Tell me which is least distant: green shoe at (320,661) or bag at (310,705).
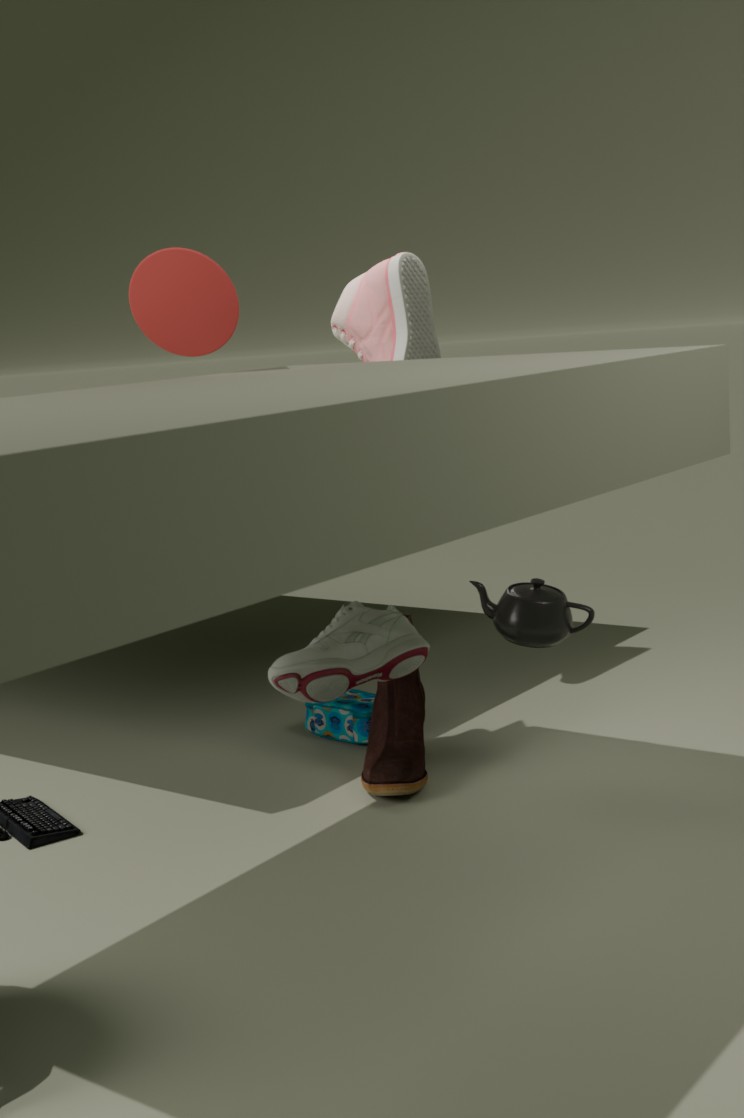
green shoe at (320,661)
